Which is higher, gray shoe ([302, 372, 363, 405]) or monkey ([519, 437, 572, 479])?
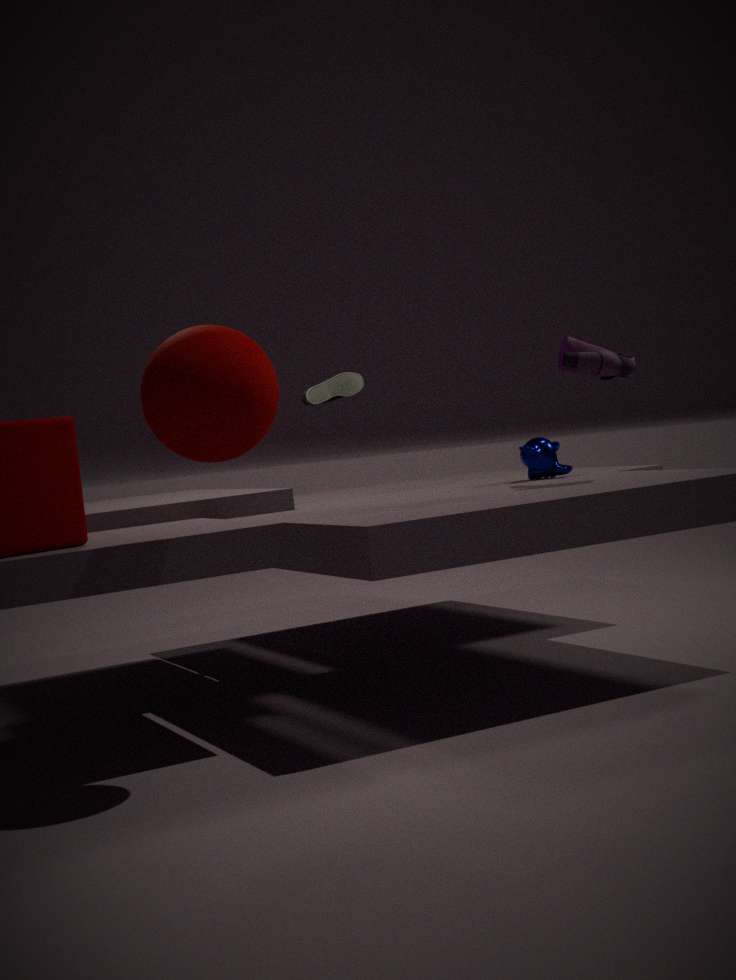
gray shoe ([302, 372, 363, 405])
